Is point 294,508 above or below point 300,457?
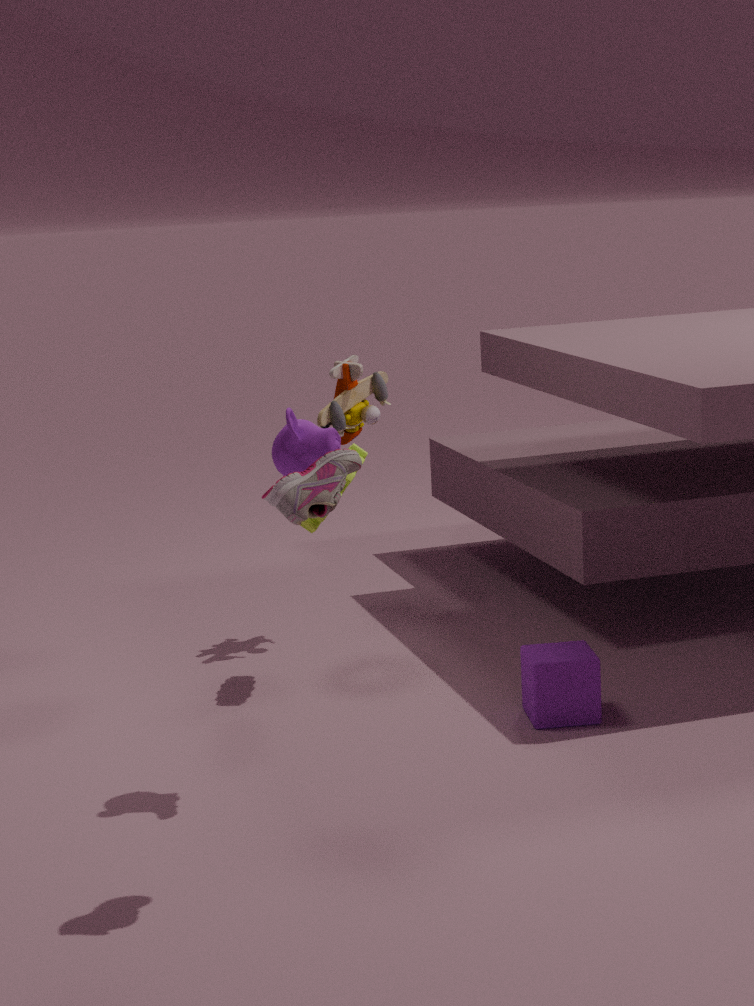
above
